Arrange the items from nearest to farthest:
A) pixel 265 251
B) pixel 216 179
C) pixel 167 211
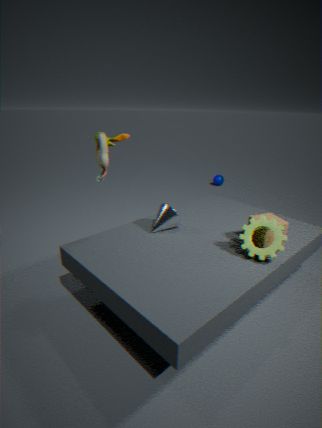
pixel 265 251 → pixel 167 211 → pixel 216 179
